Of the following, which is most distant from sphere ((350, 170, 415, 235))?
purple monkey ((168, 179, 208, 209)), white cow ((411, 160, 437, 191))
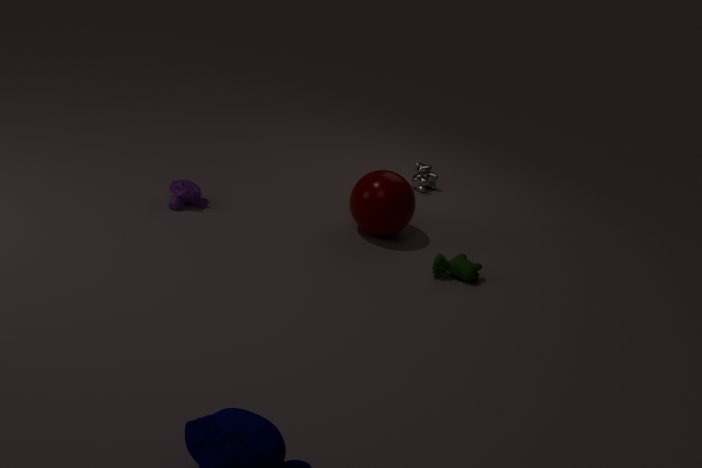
purple monkey ((168, 179, 208, 209))
